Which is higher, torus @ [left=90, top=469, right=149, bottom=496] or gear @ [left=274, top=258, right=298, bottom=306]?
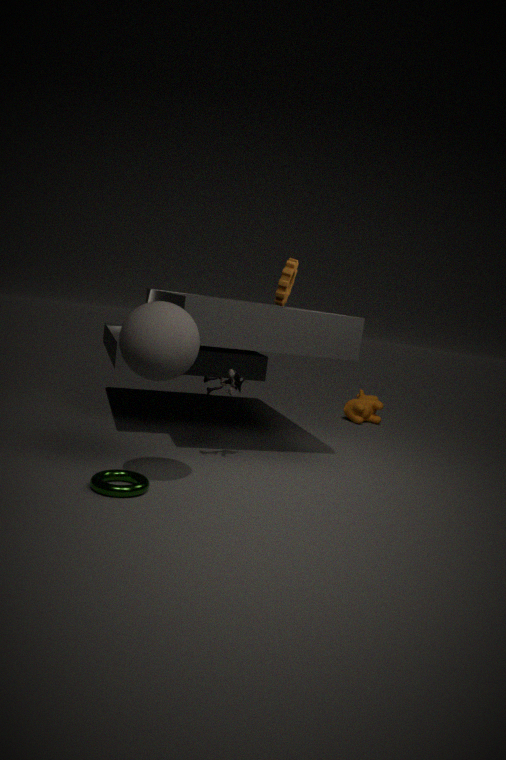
gear @ [left=274, top=258, right=298, bottom=306]
